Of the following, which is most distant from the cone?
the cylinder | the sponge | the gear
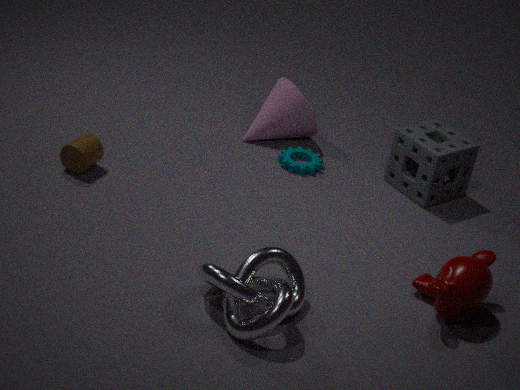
the cylinder
